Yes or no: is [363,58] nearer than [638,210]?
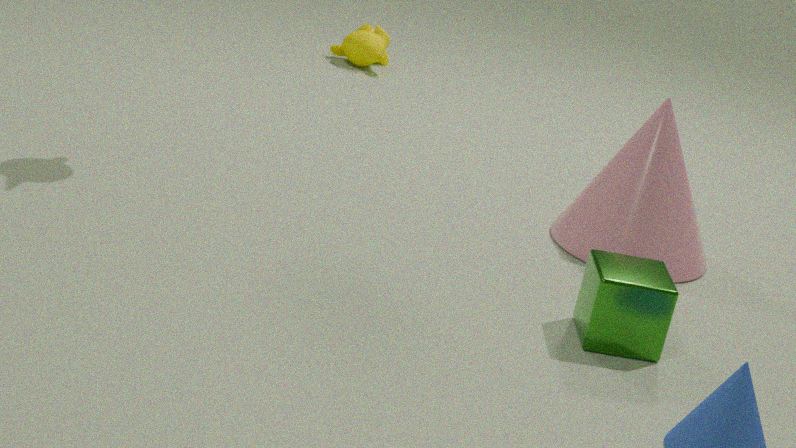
No
